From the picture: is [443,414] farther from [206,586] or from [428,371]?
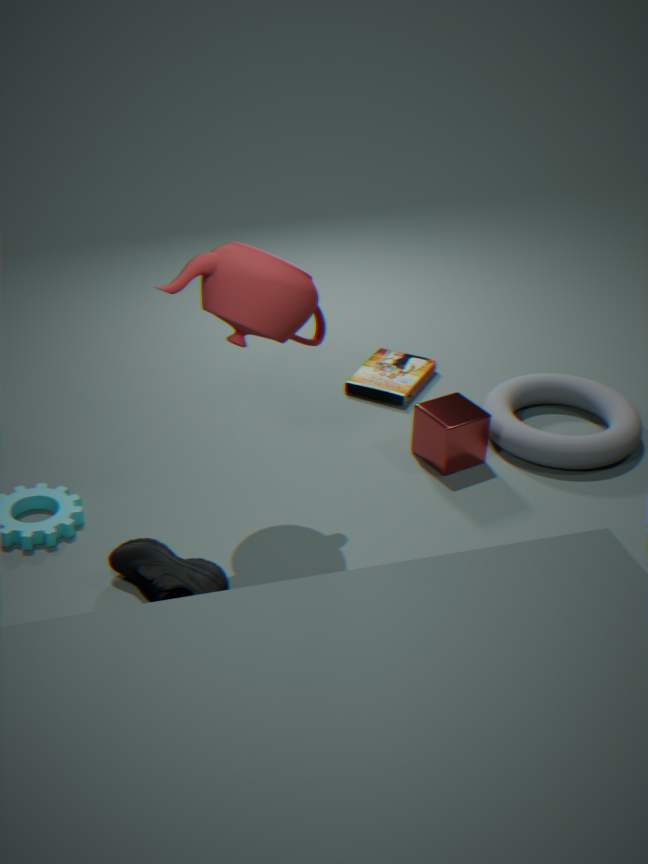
[206,586]
